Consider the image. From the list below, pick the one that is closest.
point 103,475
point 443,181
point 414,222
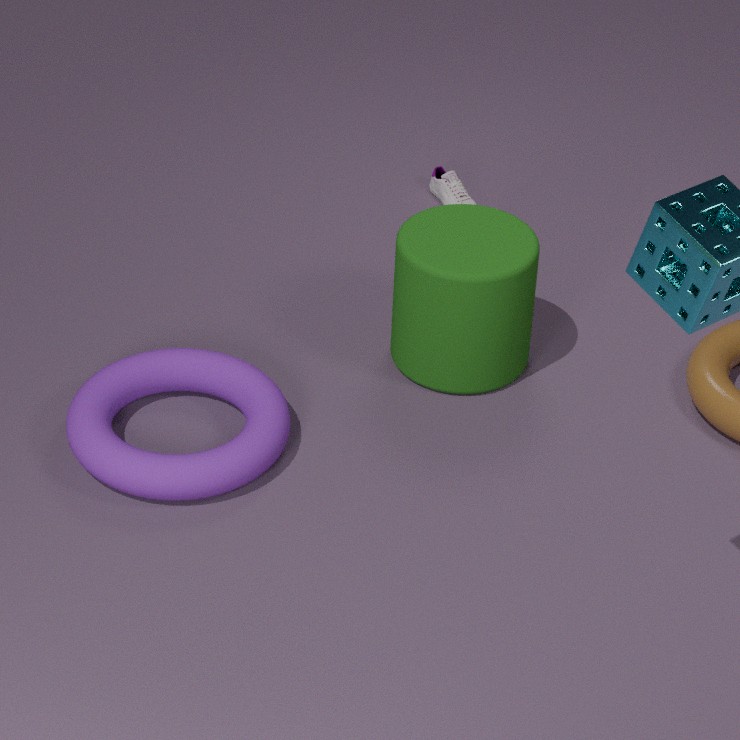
point 103,475
